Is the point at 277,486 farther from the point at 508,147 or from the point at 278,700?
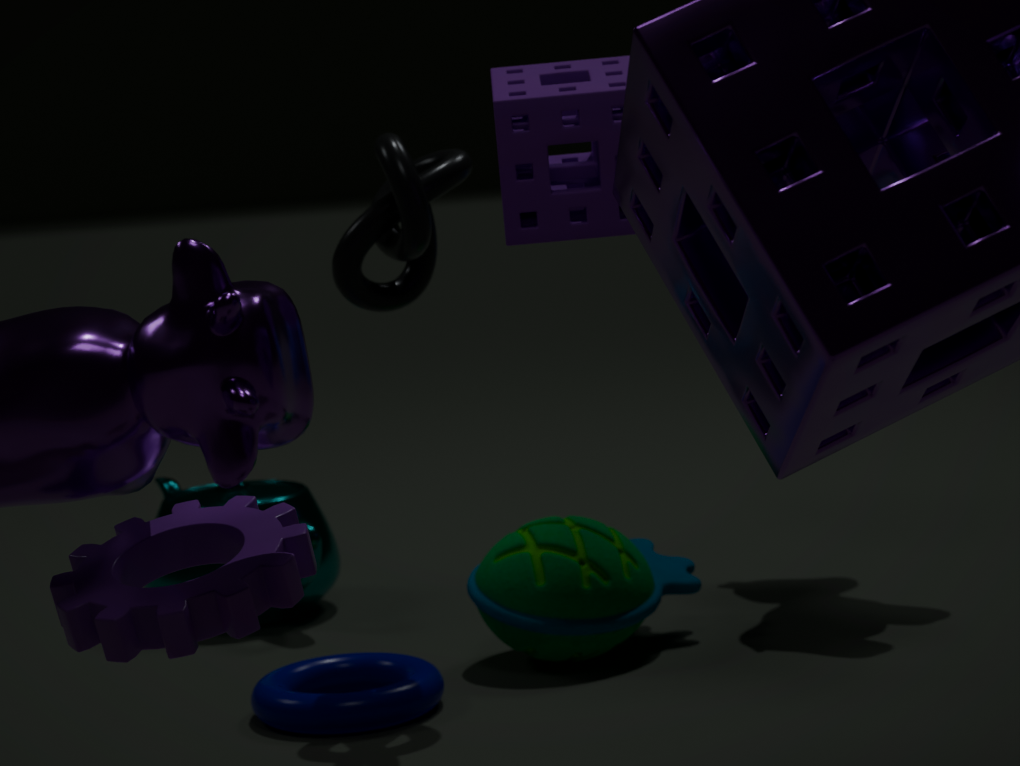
the point at 508,147
